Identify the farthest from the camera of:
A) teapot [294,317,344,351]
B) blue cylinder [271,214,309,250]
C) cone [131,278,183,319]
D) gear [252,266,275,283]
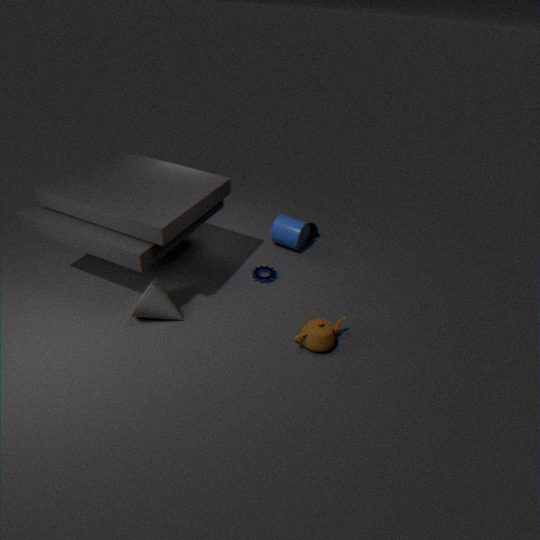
blue cylinder [271,214,309,250]
